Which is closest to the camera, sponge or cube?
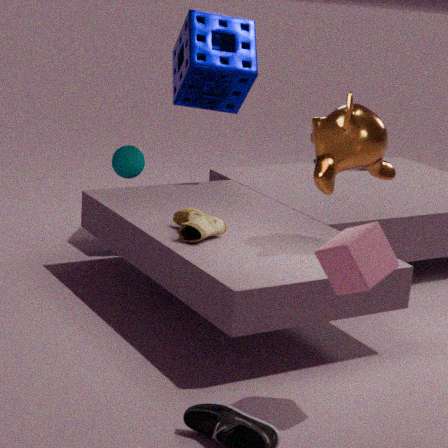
cube
